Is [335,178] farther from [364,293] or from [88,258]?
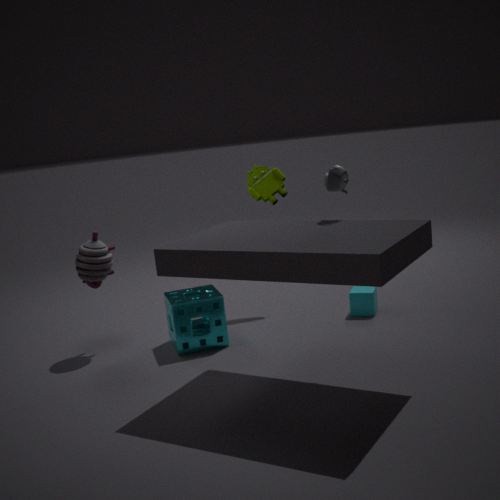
[88,258]
